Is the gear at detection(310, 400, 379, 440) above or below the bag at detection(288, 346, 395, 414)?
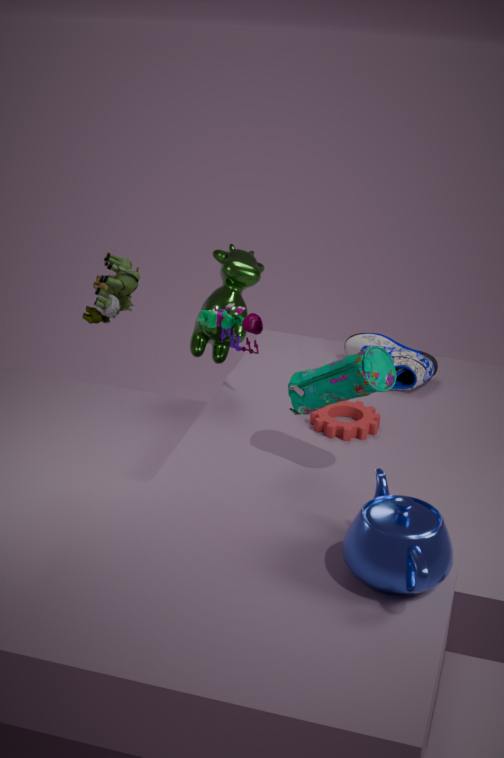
below
